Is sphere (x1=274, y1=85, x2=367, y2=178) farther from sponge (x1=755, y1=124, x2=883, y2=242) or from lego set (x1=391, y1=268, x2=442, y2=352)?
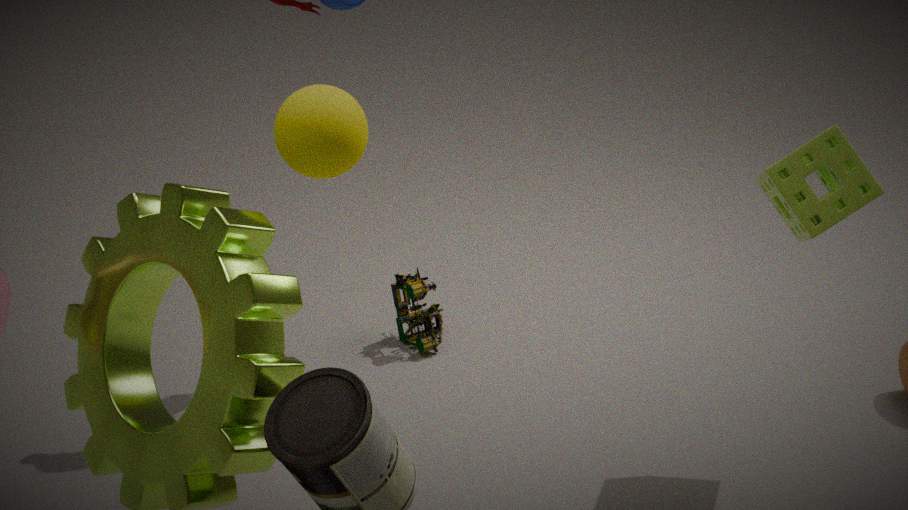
lego set (x1=391, y1=268, x2=442, y2=352)
